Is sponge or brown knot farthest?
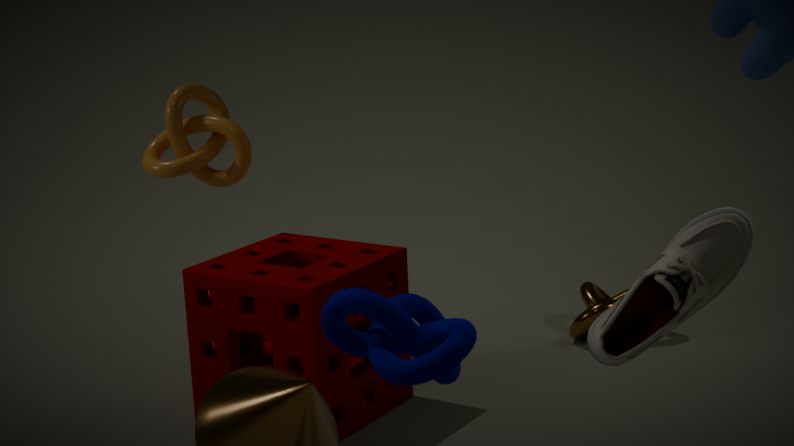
brown knot
